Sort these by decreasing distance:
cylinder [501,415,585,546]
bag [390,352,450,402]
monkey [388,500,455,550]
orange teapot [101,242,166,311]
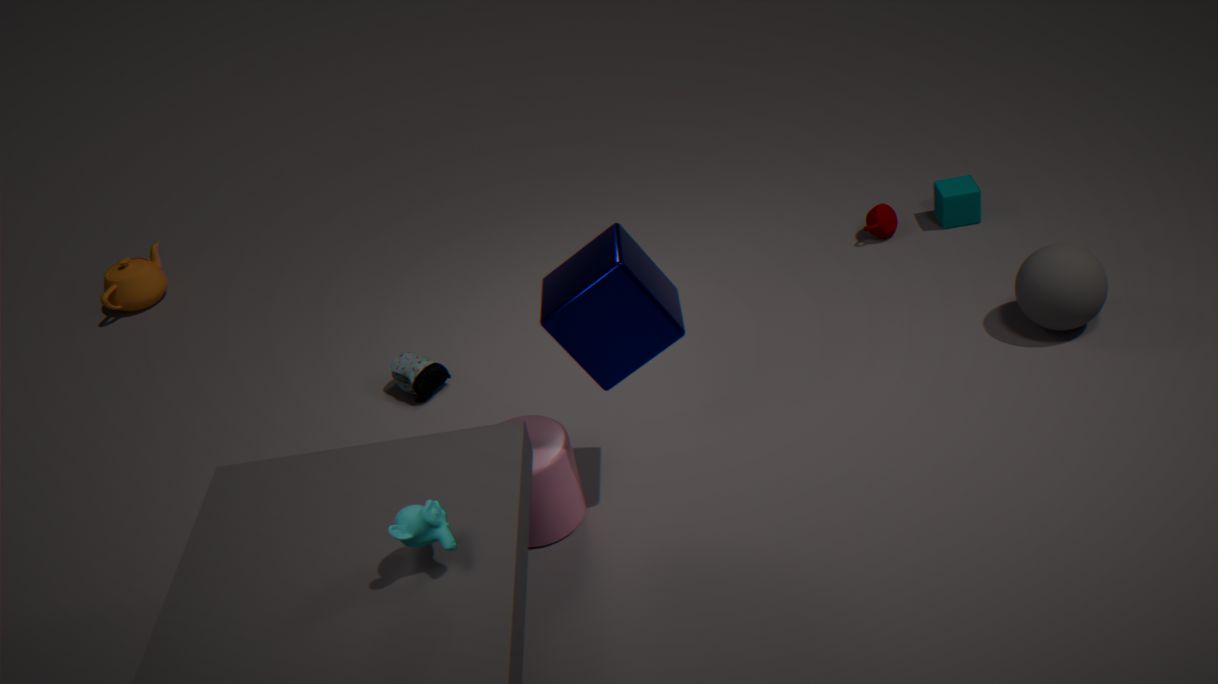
orange teapot [101,242,166,311] → bag [390,352,450,402] → cylinder [501,415,585,546] → monkey [388,500,455,550]
